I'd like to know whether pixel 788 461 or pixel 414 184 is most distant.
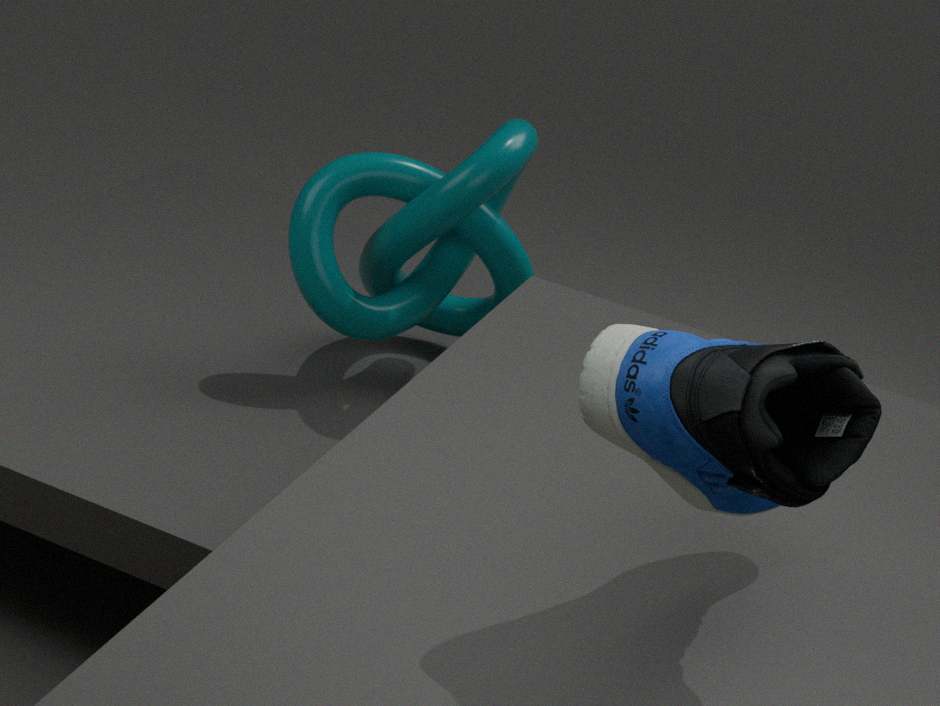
pixel 414 184
